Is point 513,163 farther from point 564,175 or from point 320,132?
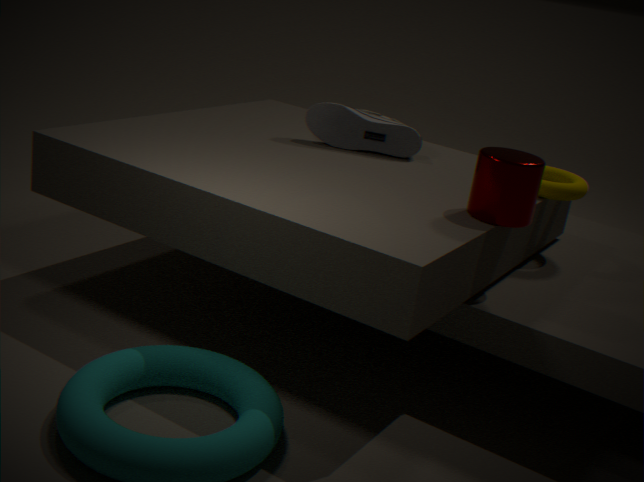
point 320,132
